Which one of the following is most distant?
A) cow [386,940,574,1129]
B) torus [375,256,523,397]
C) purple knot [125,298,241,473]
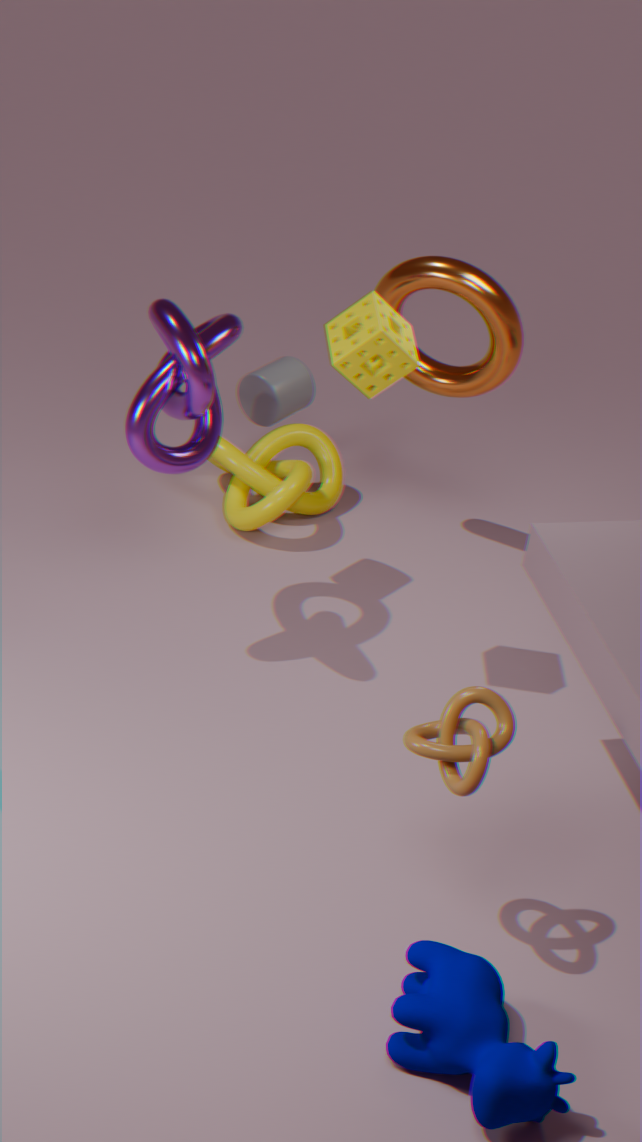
torus [375,256,523,397]
